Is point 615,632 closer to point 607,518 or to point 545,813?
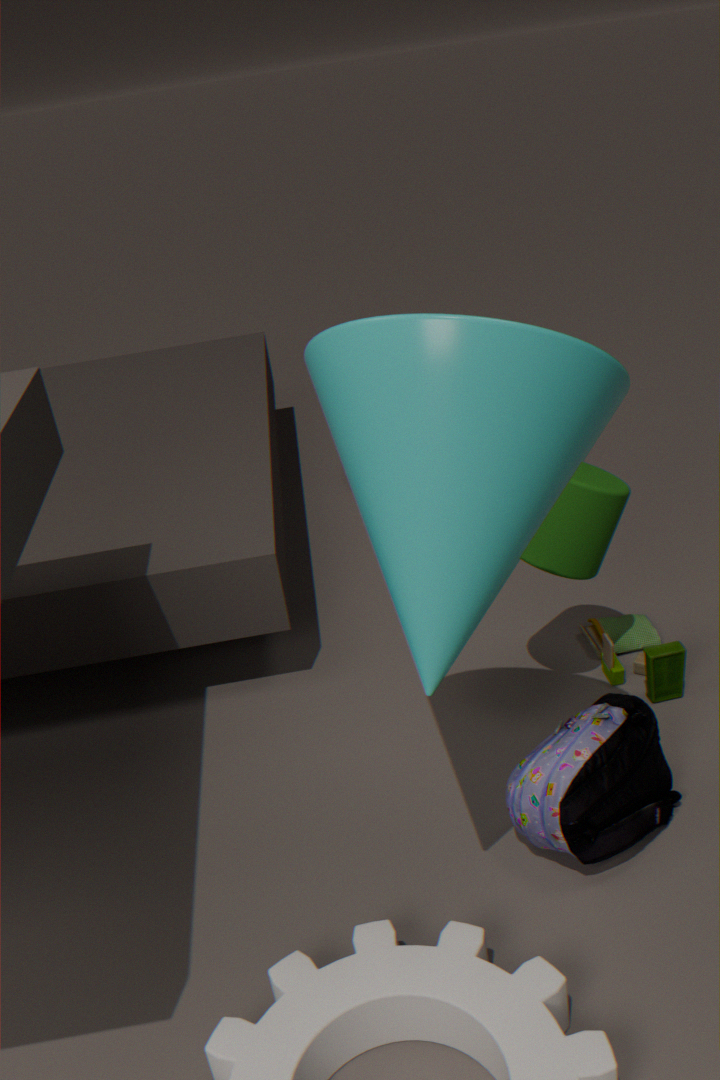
point 607,518
